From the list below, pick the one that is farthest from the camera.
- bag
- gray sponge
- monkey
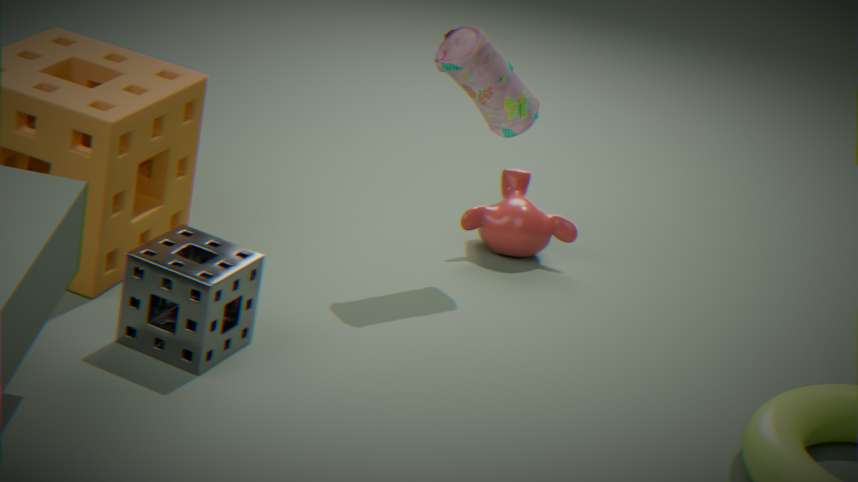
monkey
